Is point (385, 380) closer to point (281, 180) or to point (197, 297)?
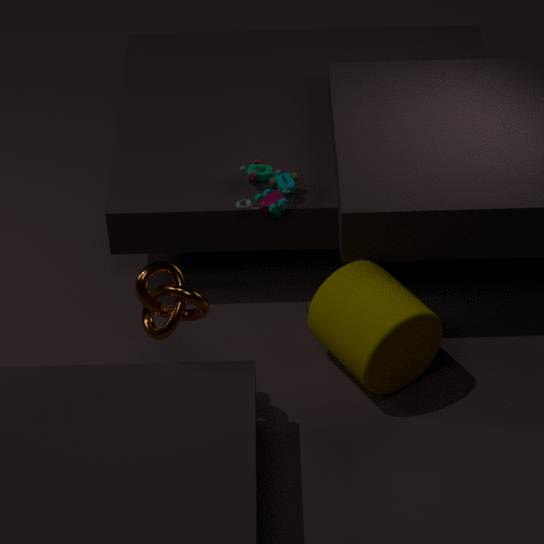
point (281, 180)
